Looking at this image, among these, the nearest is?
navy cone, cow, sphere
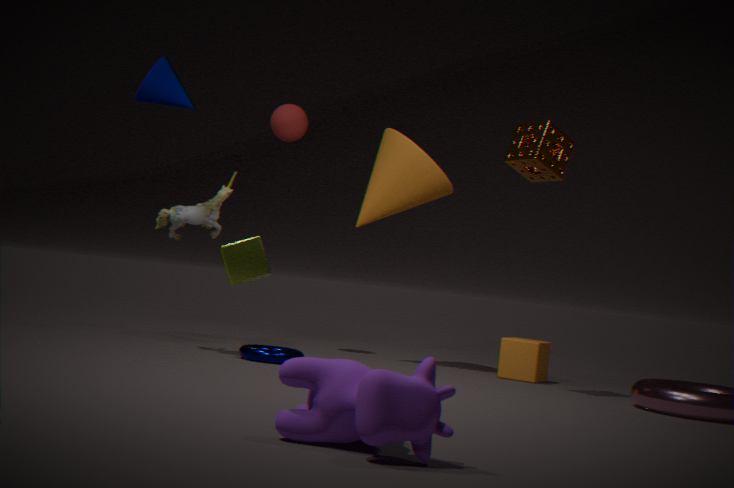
cow
